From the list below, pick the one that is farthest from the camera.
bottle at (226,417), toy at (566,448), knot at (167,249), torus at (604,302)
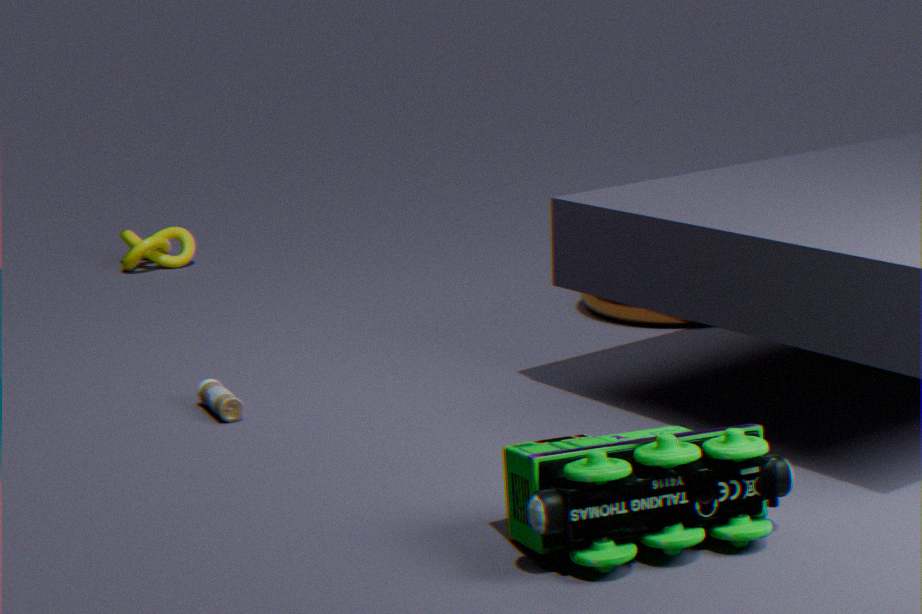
knot at (167,249)
